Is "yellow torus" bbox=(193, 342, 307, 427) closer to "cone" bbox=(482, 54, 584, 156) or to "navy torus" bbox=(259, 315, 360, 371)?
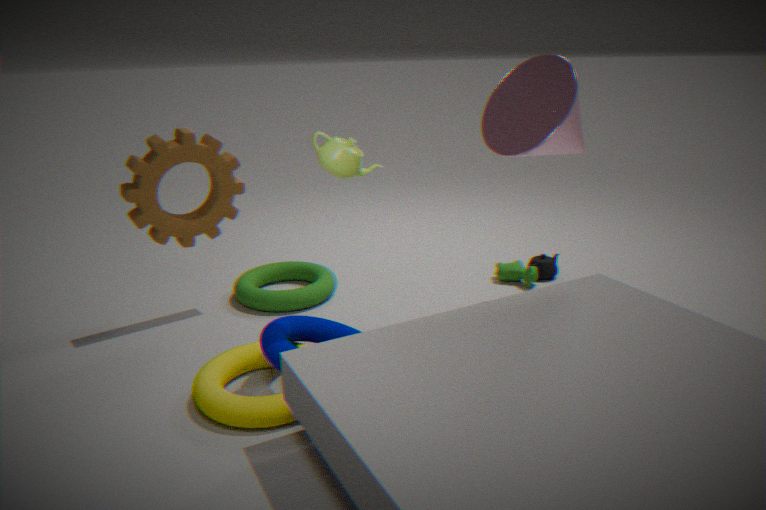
"navy torus" bbox=(259, 315, 360, 371)
